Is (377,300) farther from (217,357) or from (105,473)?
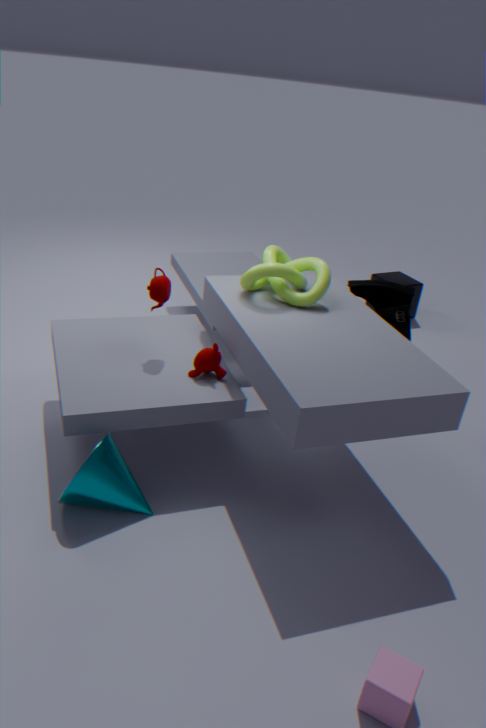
(105,473)
